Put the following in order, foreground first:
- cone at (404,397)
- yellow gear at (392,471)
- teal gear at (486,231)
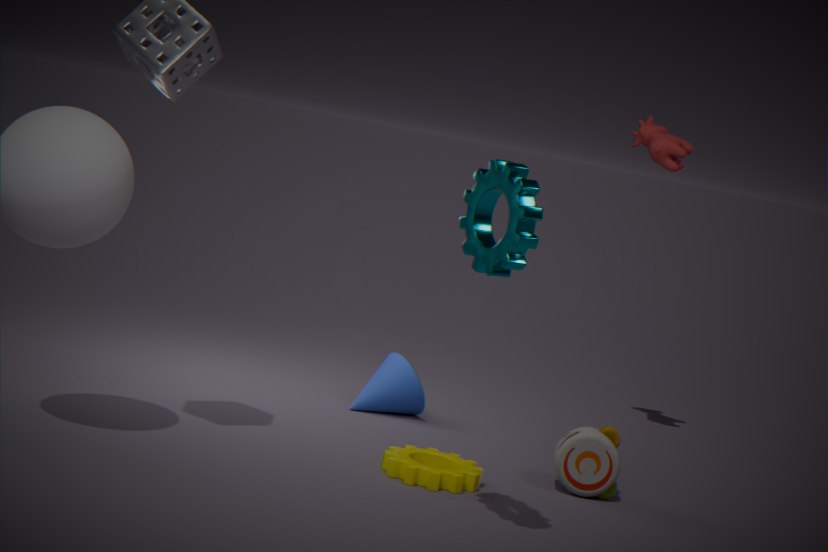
teal gear at (486,231)
yellow gear at (392,471)
cone at (404,397)
